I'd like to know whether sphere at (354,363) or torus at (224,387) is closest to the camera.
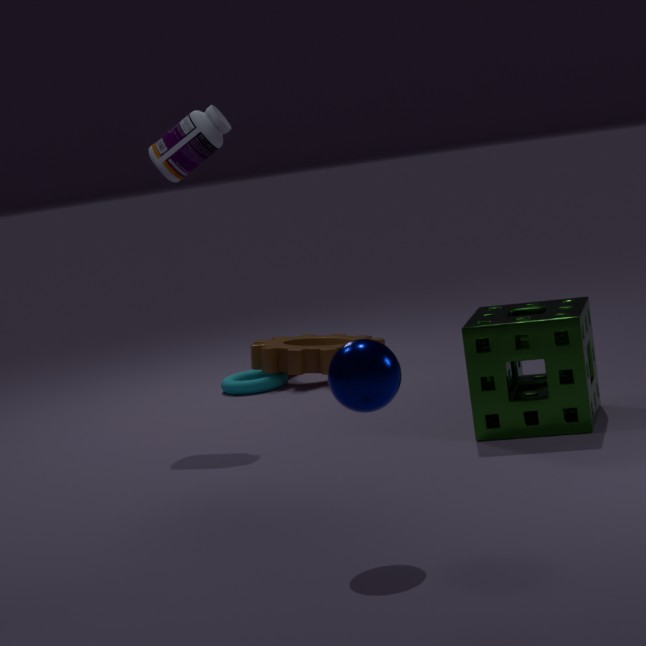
sphere at (354,363)
